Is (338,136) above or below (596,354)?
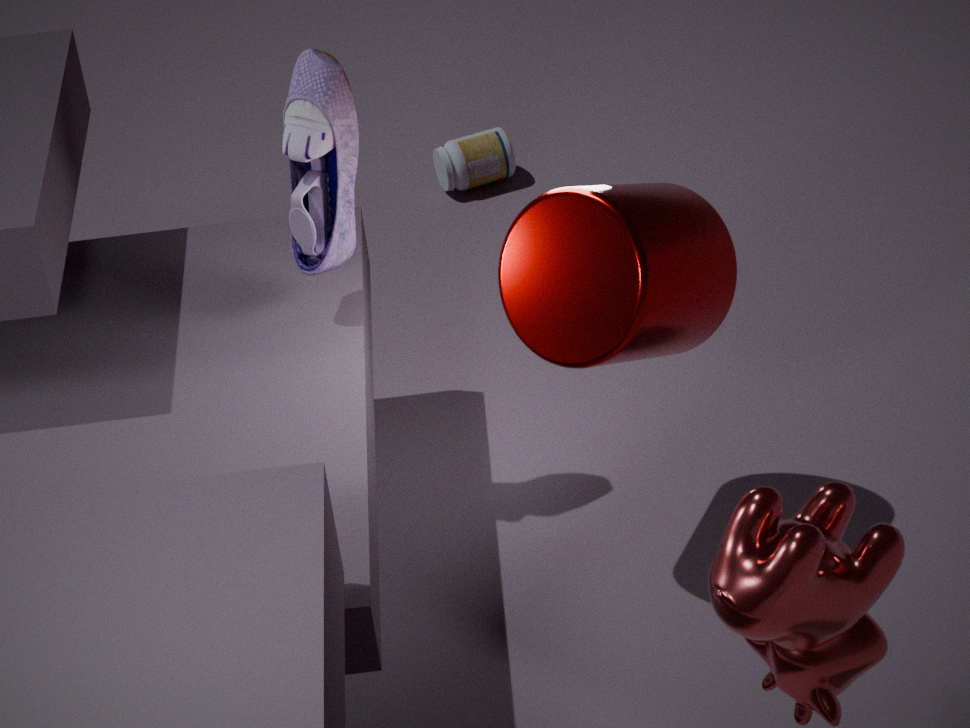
above
